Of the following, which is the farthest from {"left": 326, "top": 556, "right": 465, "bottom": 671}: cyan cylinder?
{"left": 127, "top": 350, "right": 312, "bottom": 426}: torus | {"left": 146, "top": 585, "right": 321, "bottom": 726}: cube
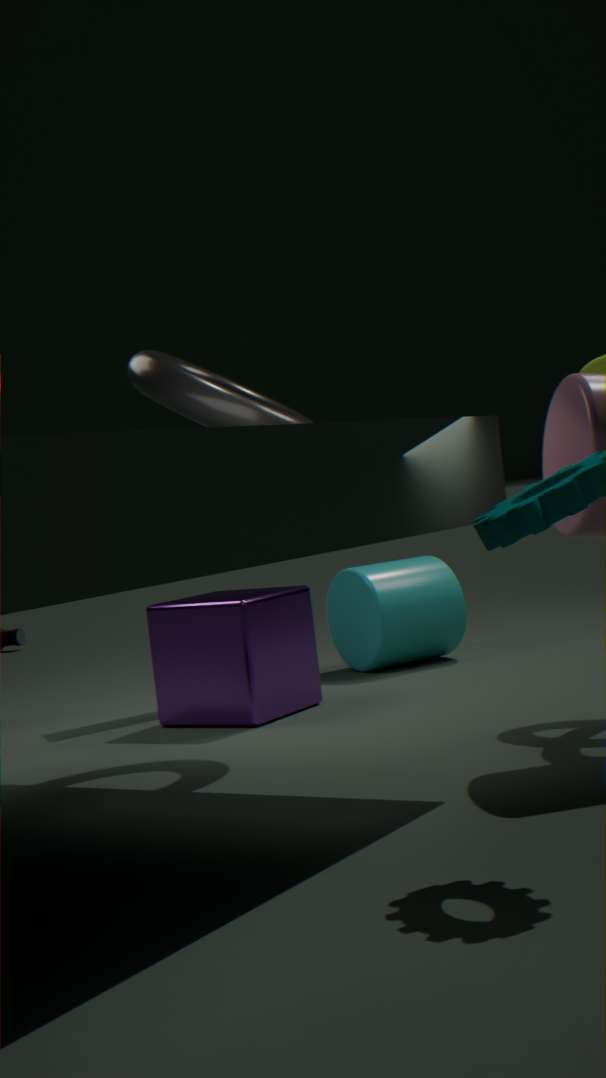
{"left": 127, "top": 350, "right": 312, "bottom": 426}: torus
